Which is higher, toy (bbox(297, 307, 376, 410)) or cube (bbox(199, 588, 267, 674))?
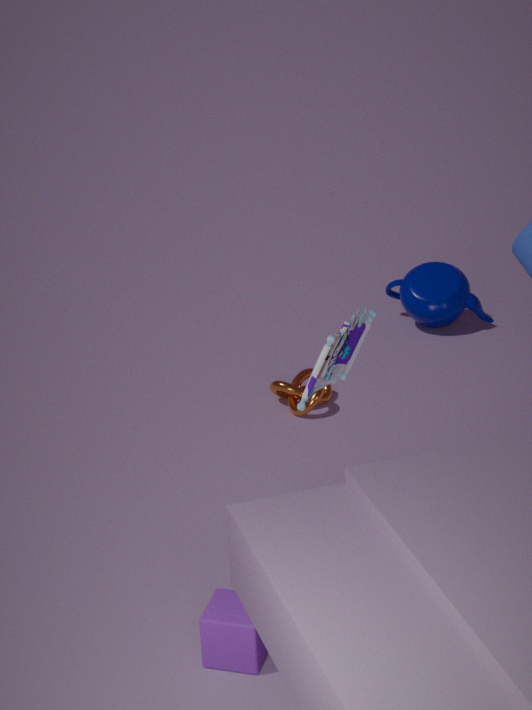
toy (bbox(297, 307, 376, 410))
